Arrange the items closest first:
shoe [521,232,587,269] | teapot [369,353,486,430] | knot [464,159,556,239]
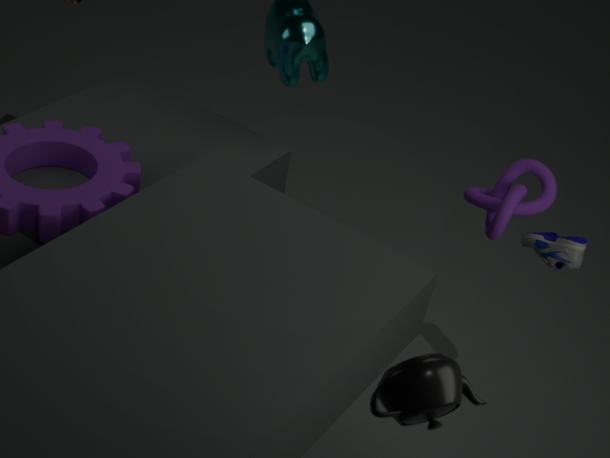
teapot [369,353,486,430], knot [464,159,556,239], shoe [521,232,587,269]
